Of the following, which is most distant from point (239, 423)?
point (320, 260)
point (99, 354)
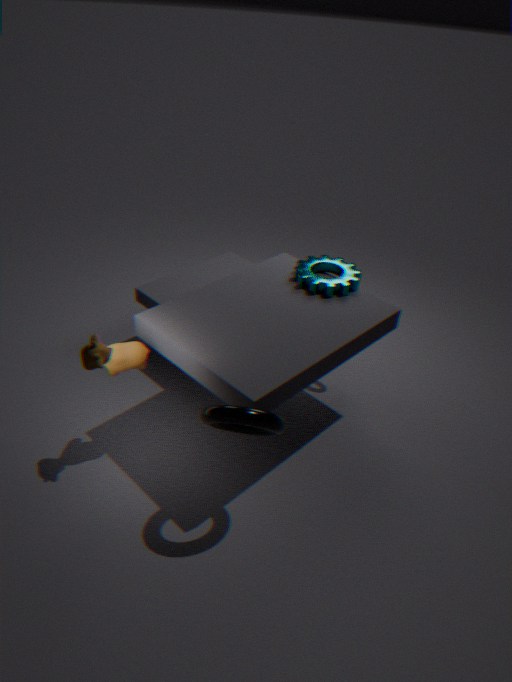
point (320, 260)
